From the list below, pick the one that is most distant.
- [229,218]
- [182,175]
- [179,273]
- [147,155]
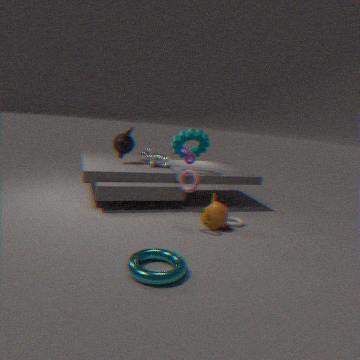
[147,155]
